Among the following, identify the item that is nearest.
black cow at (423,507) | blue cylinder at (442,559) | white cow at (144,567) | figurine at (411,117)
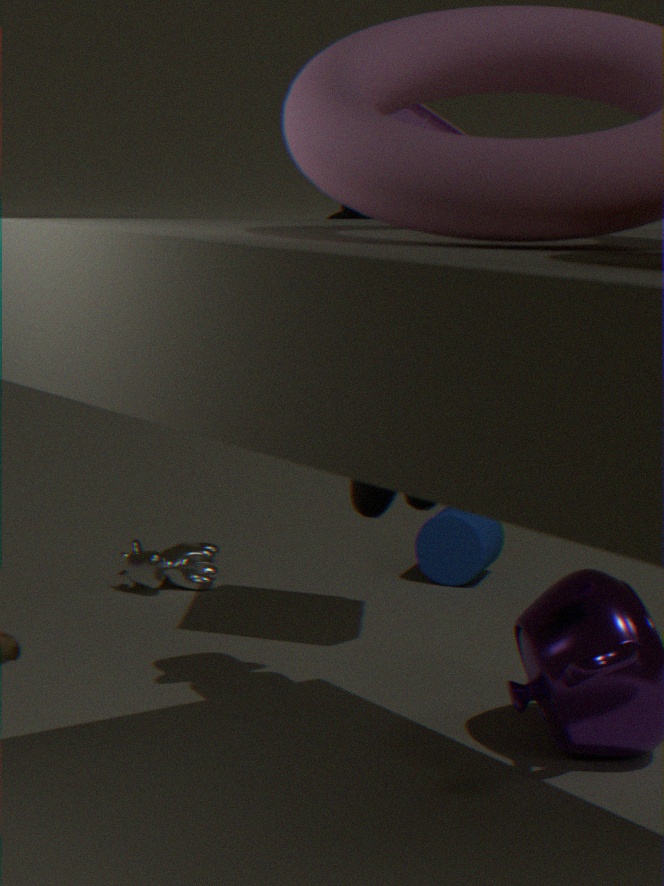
black cow at (423,507)
